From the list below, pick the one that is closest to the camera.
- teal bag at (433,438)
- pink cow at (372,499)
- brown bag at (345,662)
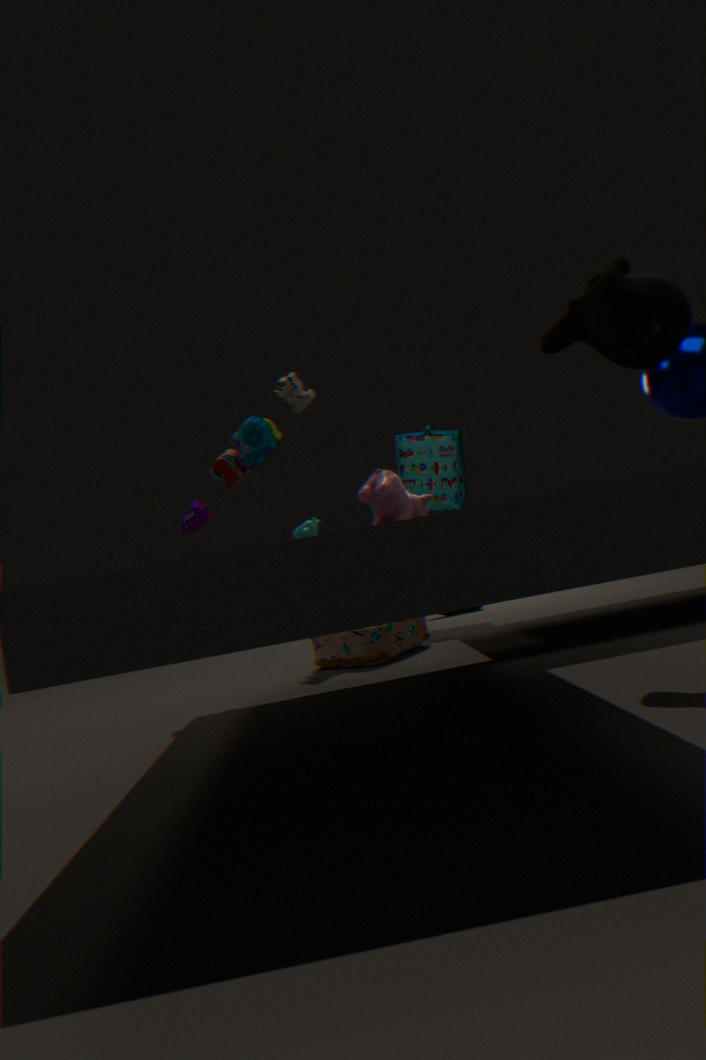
pink cow at (372,499)
